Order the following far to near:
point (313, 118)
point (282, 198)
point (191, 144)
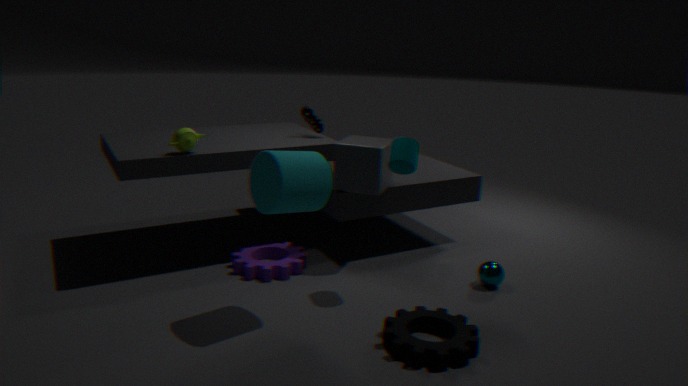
point (313, 118) → point (191, 144) → point (282, 198)
